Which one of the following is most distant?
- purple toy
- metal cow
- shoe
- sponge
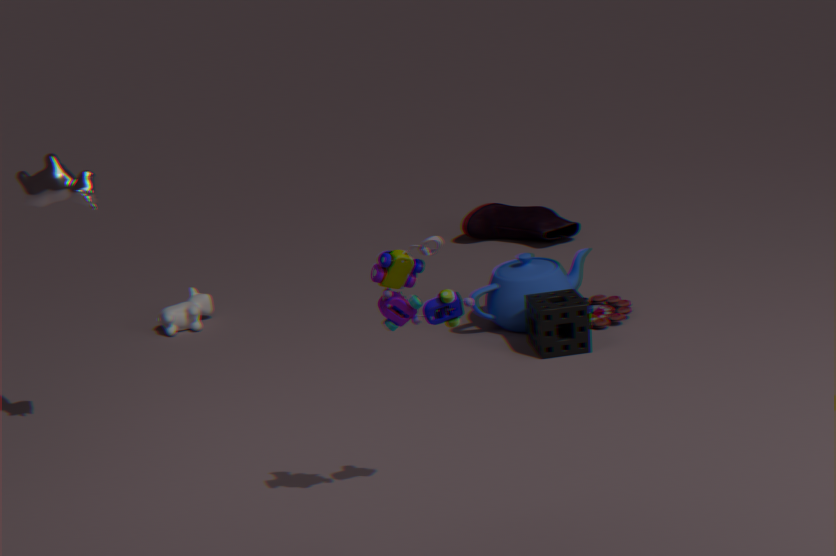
Answer: shoe
